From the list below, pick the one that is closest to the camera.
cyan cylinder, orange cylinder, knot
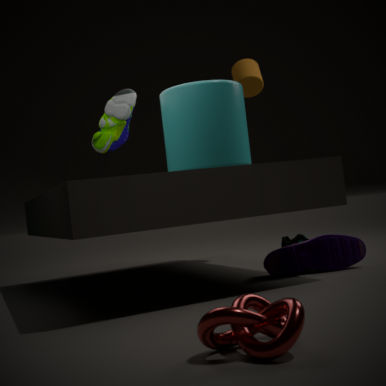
knot
